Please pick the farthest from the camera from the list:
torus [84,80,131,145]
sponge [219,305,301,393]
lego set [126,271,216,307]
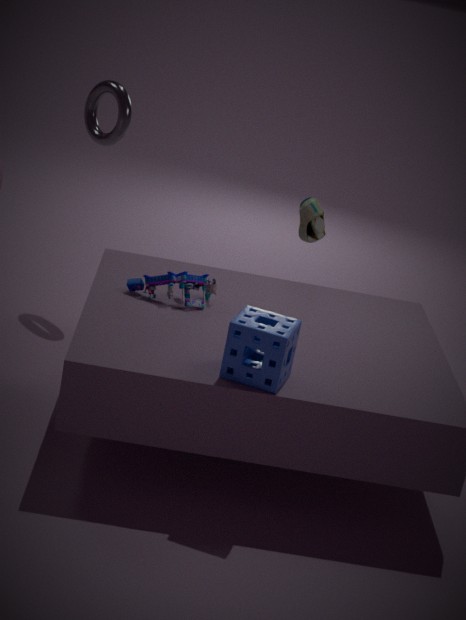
torus [84,80,131,145]
